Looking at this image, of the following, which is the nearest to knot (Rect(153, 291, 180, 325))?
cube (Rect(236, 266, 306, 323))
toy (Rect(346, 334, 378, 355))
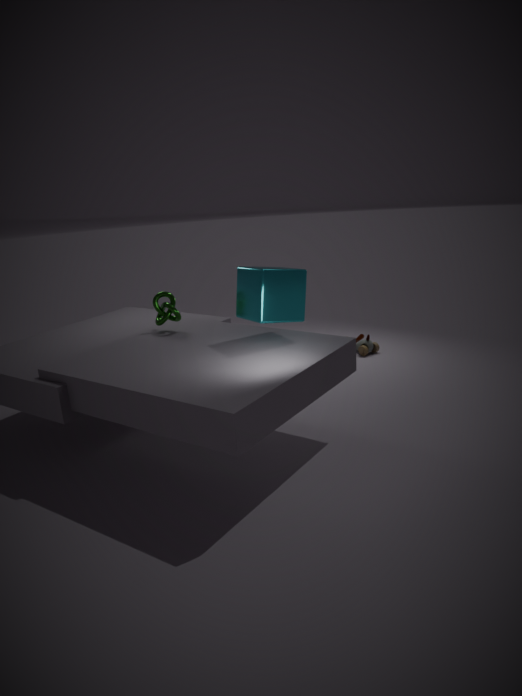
cube (Rect(236, 266, 306, 323))
